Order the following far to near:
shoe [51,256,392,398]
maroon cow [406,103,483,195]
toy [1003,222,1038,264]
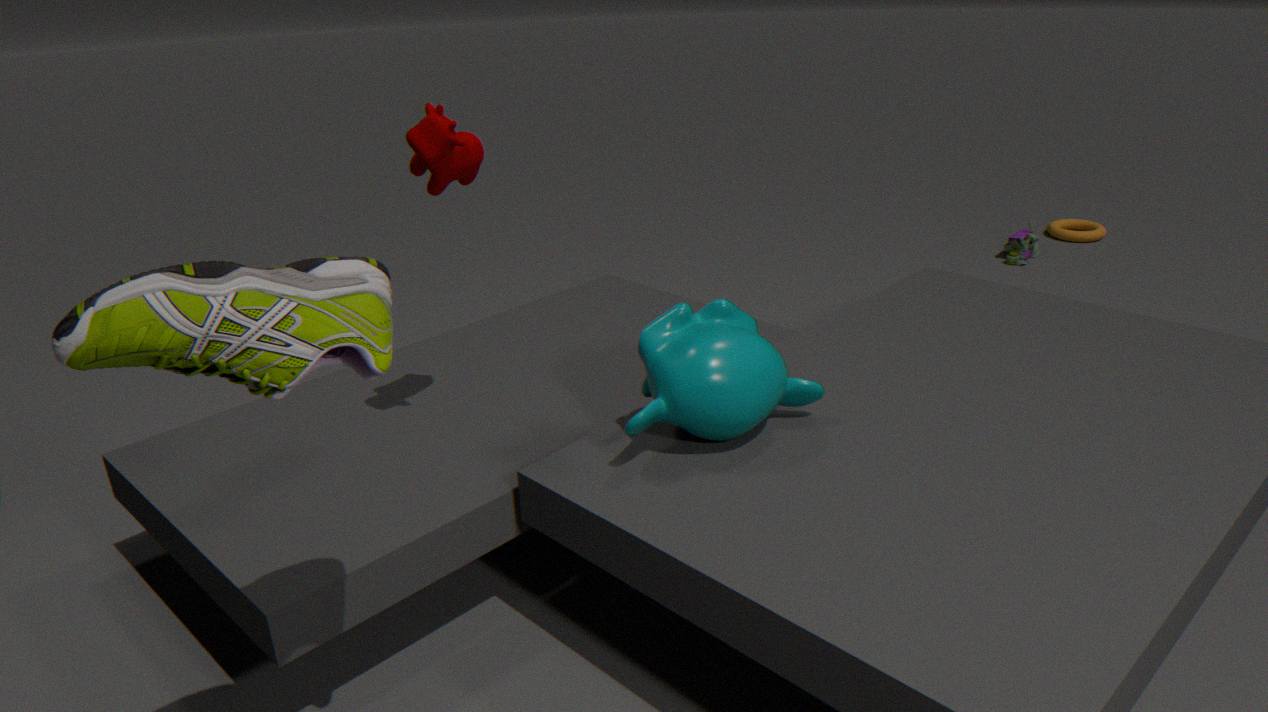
toy [1003,222,1038,264], maroon cow [406,103,483,195], shoe [51,256,392,398]
